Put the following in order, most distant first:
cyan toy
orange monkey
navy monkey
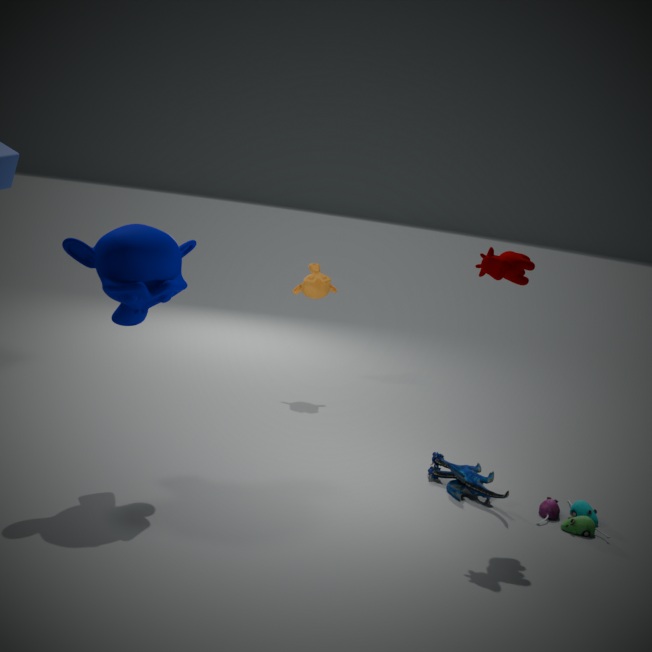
1. orange monkey
2. cyan toy
3. navy monkey
